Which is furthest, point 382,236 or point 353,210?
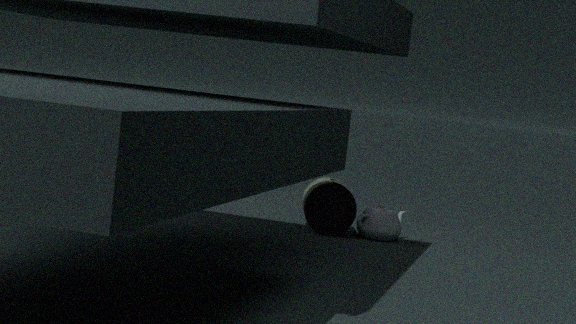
point 353,210
